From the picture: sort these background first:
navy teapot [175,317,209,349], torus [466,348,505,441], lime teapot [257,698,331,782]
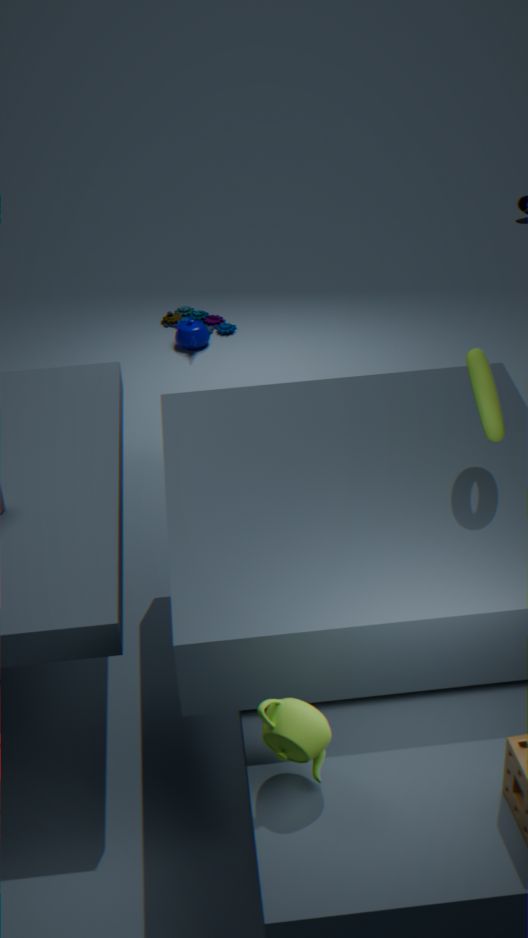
navy teapot [175,317,209,349]
torus [466,348,505,441]
lime teapot [257,698,331,782]
